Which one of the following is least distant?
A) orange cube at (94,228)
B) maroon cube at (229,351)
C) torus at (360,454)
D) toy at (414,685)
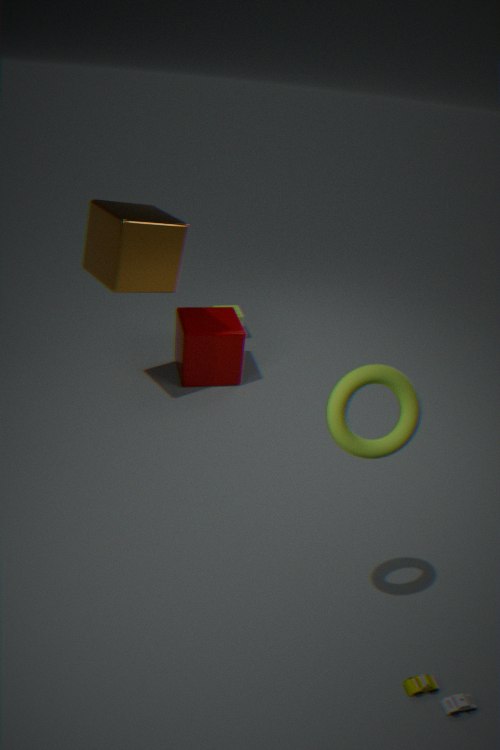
torus at (360,454)
